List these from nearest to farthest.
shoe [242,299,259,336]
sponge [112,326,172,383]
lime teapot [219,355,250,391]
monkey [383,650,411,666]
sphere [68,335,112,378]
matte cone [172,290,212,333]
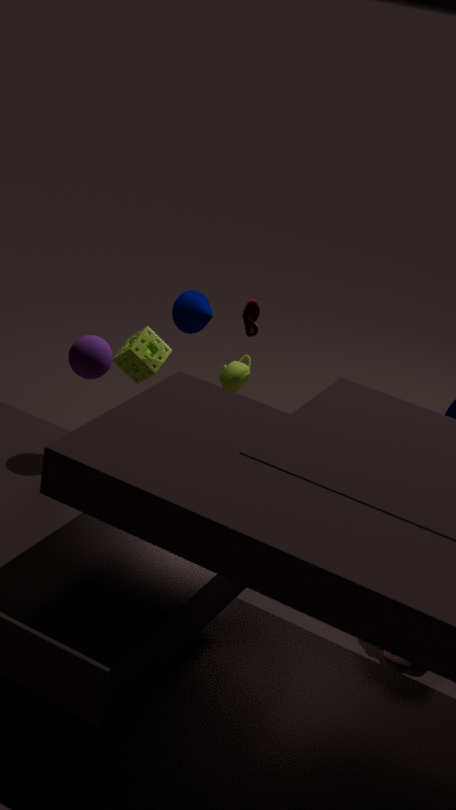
sphere [68,335,112,378], monkey [383,650,411,666], shoe [242,299,259,336], matte cone [172,290,212,333], sponge [112,326,172,383], lime teapot [219,355,250,391]
